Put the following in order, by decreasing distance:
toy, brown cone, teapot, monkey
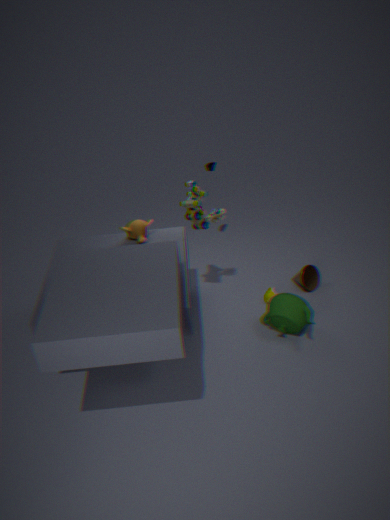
1. brown cone
2. monkey
3. toy
4. teapot
